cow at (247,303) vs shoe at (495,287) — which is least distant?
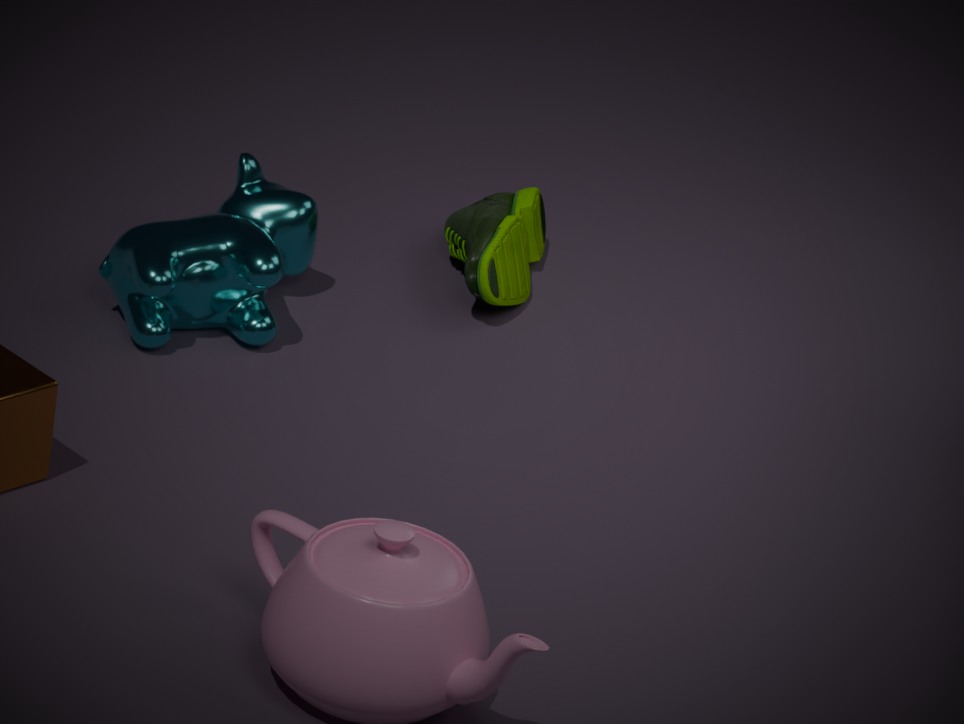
cow at (247,303)
